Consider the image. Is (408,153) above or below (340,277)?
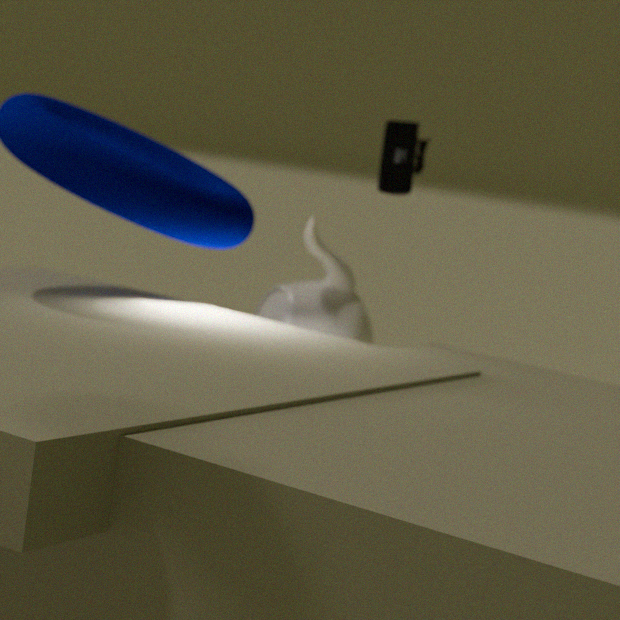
above
